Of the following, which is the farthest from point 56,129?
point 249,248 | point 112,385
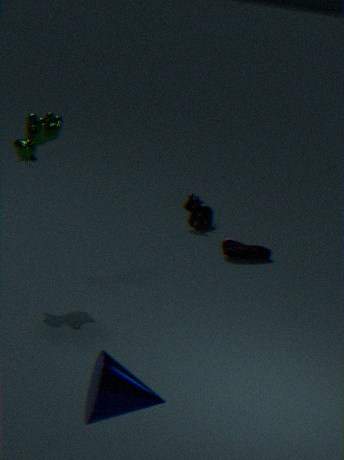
point 112,385
